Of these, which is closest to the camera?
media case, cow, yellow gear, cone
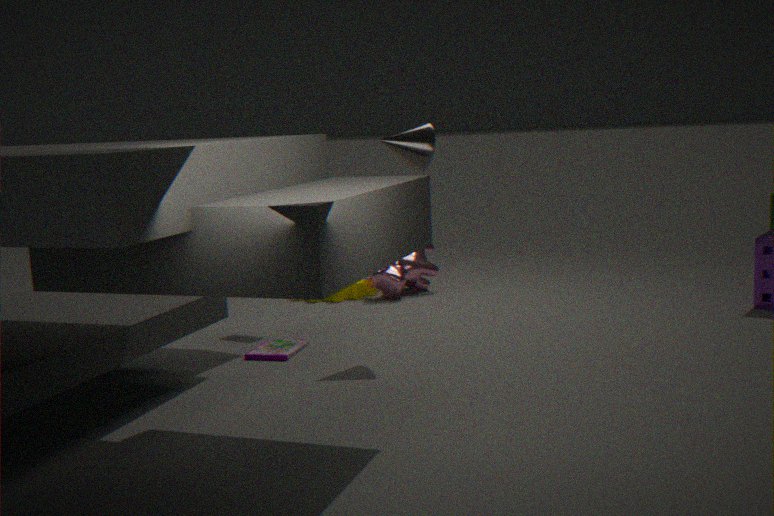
cone
